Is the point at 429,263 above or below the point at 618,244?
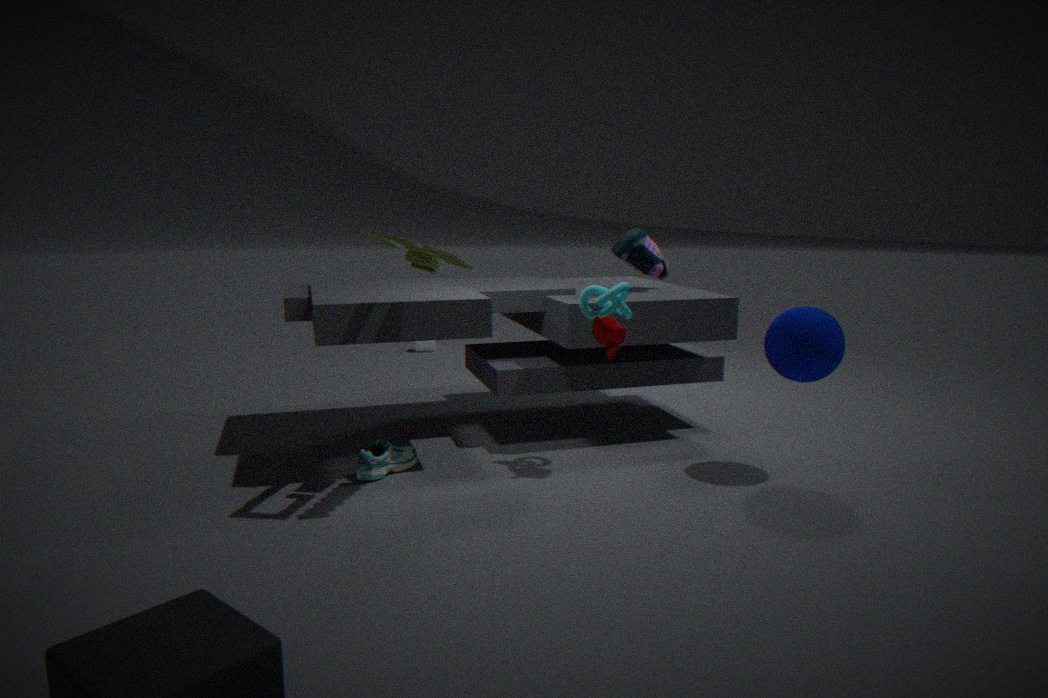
above
